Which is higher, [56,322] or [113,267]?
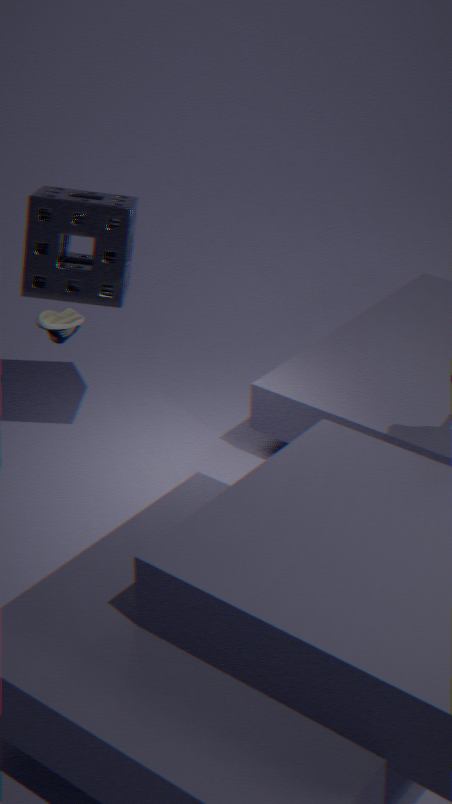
[56,322]
